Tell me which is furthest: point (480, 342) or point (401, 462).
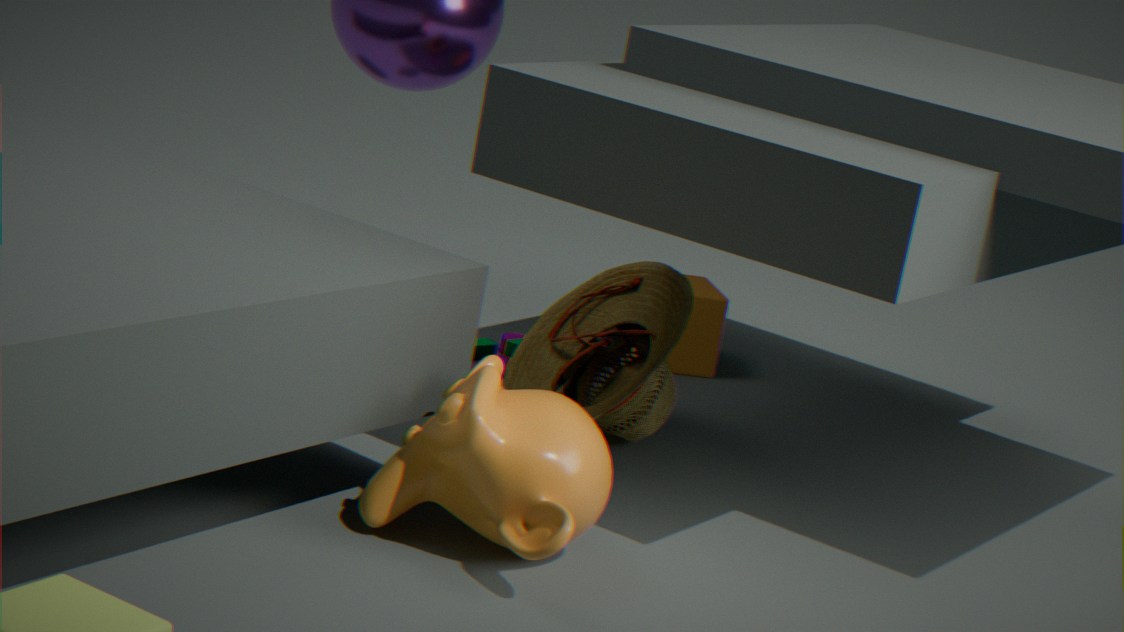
point (480, 342)
